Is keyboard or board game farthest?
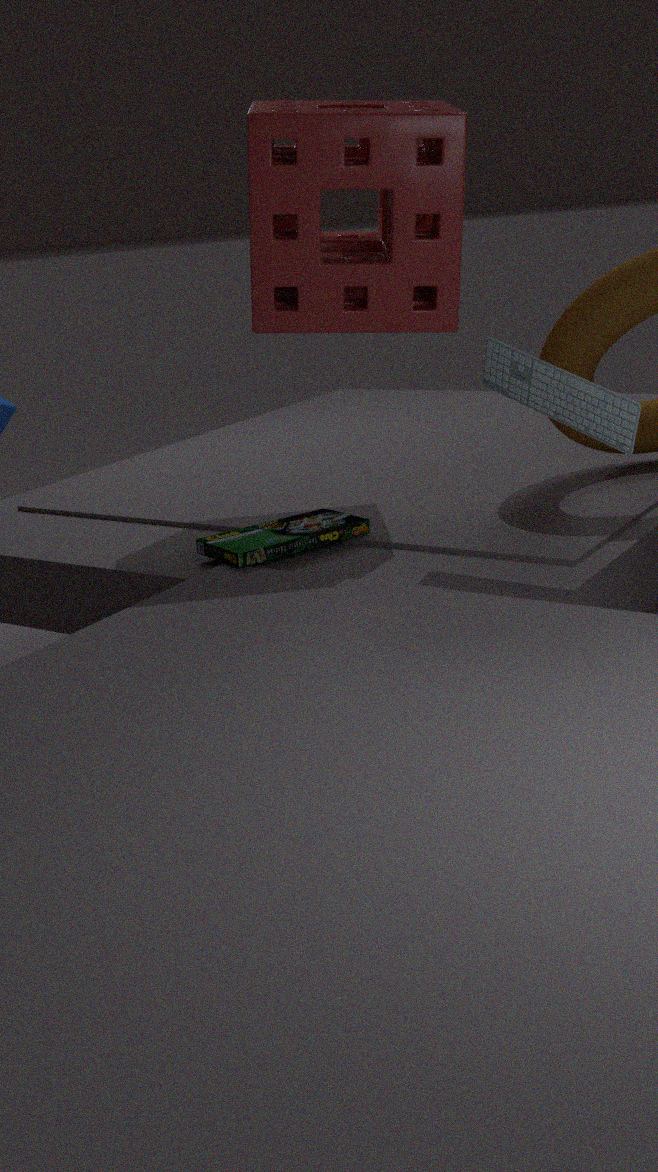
board game
